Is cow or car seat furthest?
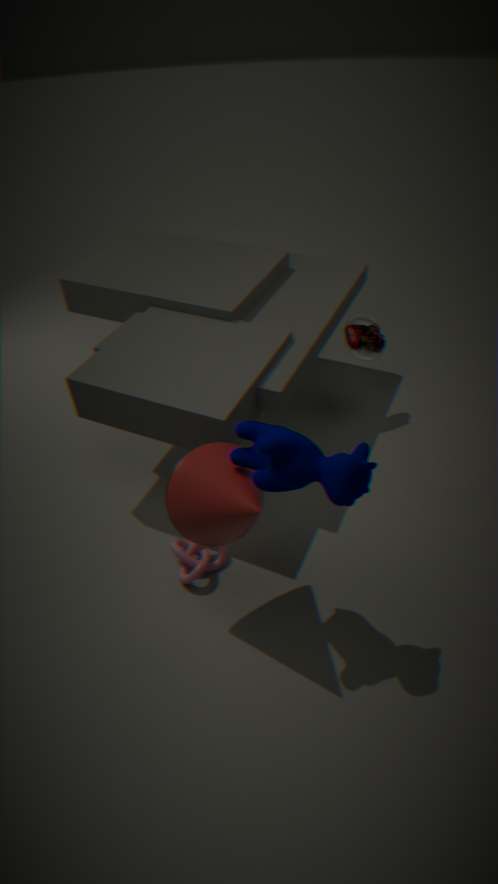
car seat
